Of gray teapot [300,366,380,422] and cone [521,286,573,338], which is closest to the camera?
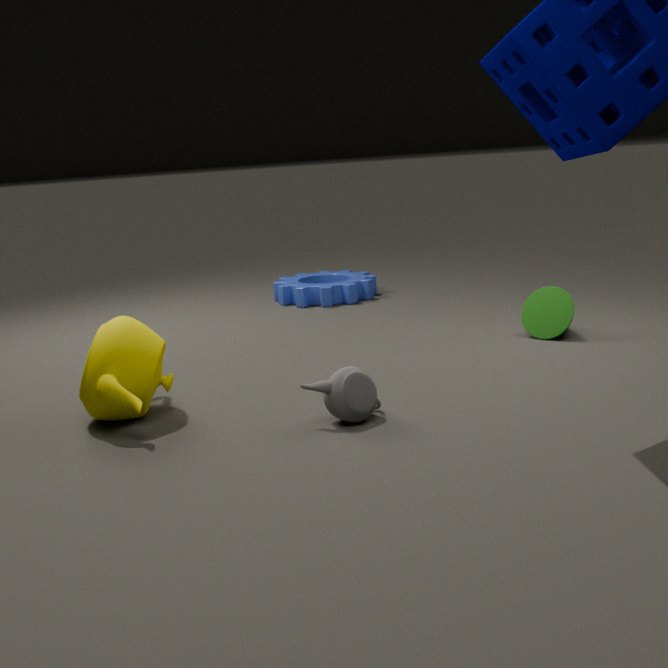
gray teapot [300,366,380,422]
